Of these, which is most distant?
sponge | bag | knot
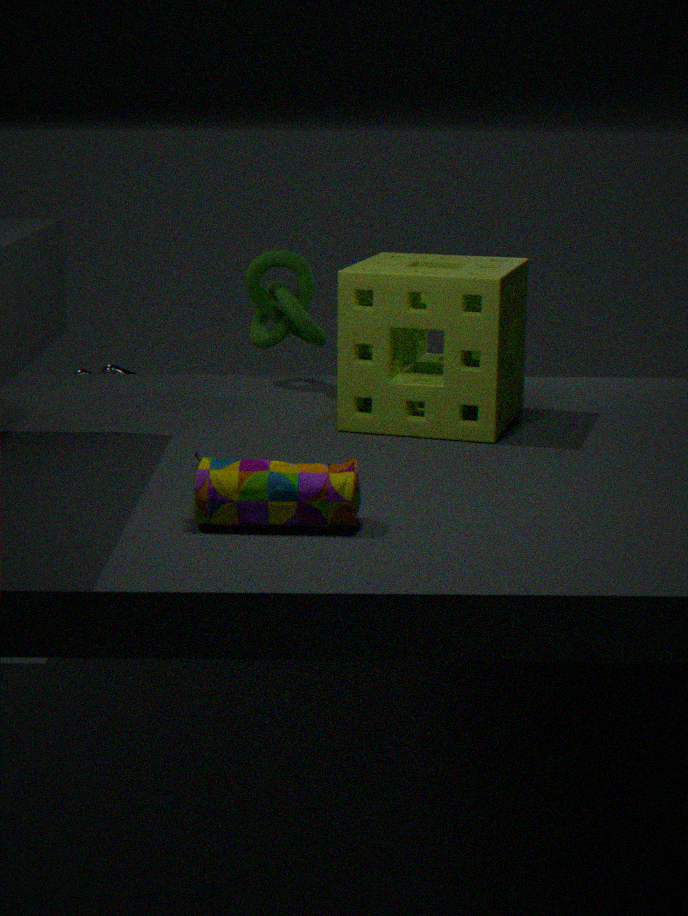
knot
